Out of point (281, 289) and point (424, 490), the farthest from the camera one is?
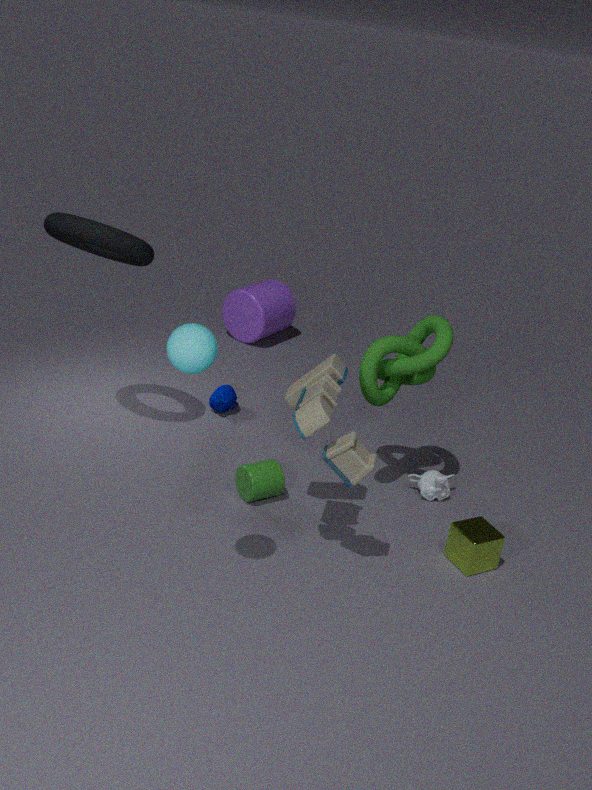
point (281, 289)
